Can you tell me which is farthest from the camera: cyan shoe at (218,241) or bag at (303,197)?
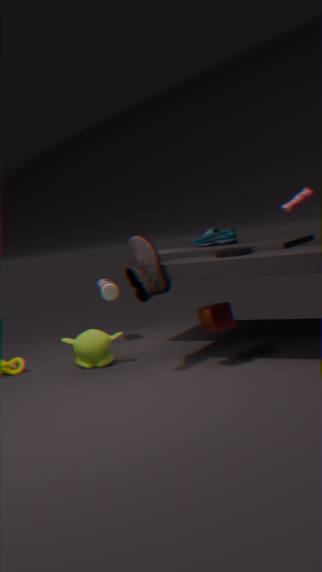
cyan shoe at (218,241)
